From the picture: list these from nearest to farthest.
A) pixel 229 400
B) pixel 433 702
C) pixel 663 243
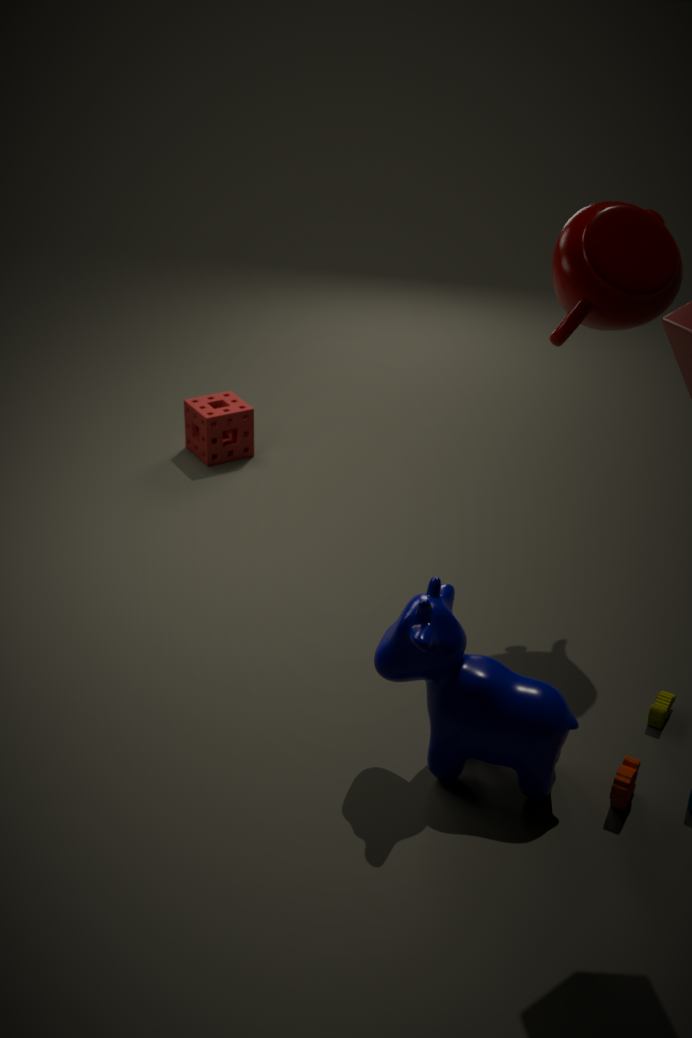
pixel 433 702 < pixel 663 243 < pixel 229 400
